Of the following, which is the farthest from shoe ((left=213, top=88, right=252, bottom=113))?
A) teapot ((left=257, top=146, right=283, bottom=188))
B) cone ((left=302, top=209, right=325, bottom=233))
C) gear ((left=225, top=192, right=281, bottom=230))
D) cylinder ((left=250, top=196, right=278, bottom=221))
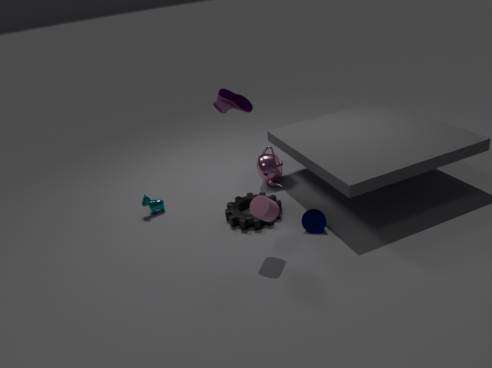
cone ((left=302, top=209, right=325, bottom=233))
